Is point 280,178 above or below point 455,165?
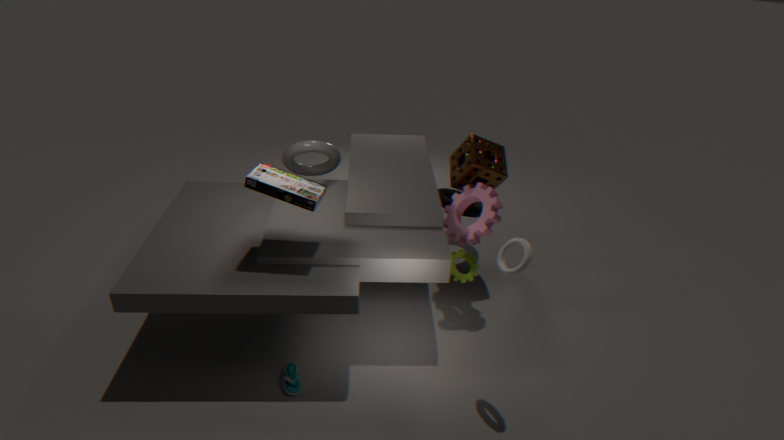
above
